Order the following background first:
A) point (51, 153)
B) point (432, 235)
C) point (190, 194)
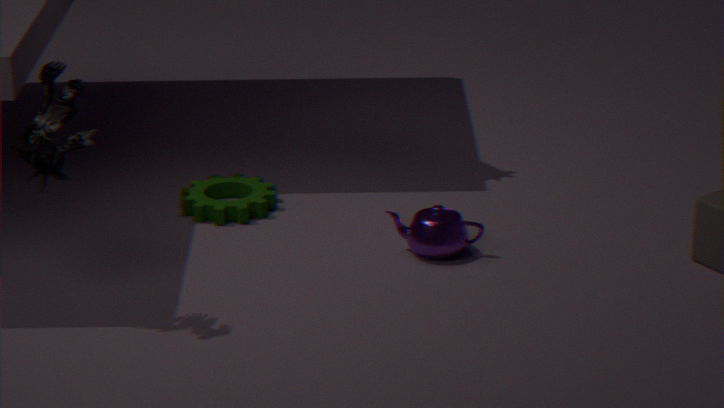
point (190, 194), point (432, 235), point (51, 153)
